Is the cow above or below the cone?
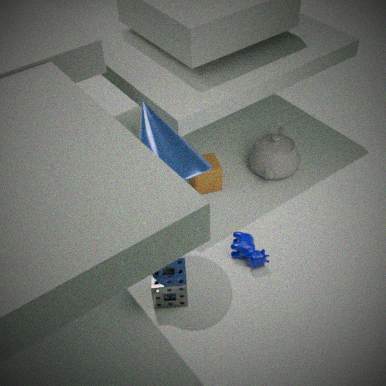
below
